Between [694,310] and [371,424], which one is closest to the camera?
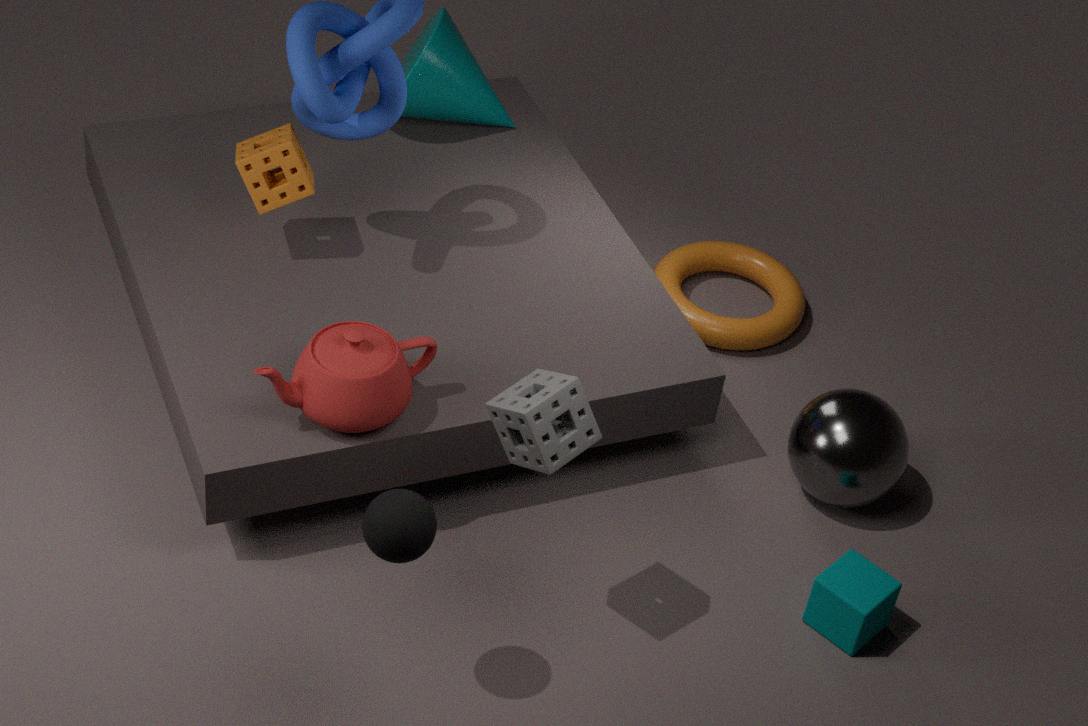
[371,424]
